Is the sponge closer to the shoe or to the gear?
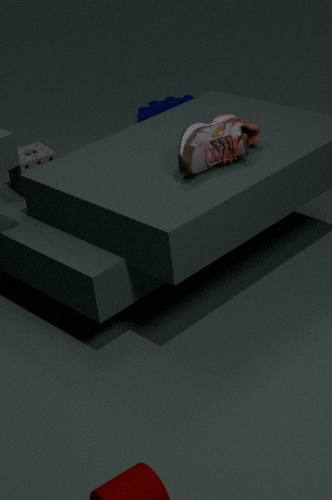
the shoe
